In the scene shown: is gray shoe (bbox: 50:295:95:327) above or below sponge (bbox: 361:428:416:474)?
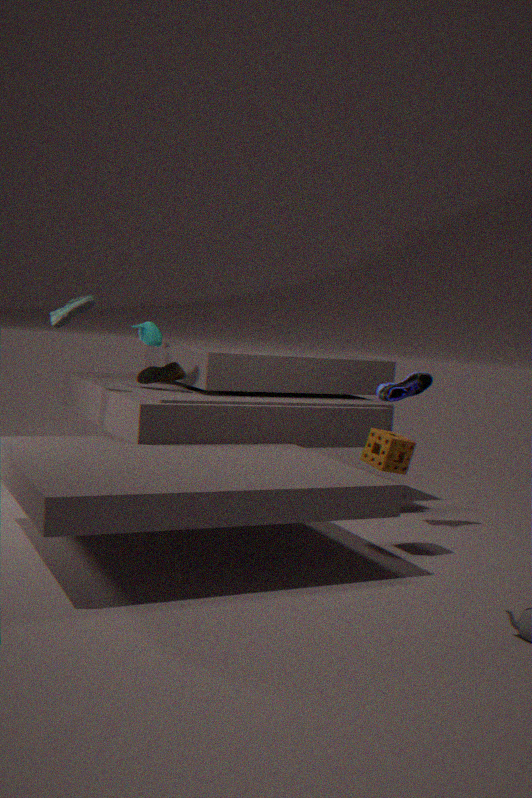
above
